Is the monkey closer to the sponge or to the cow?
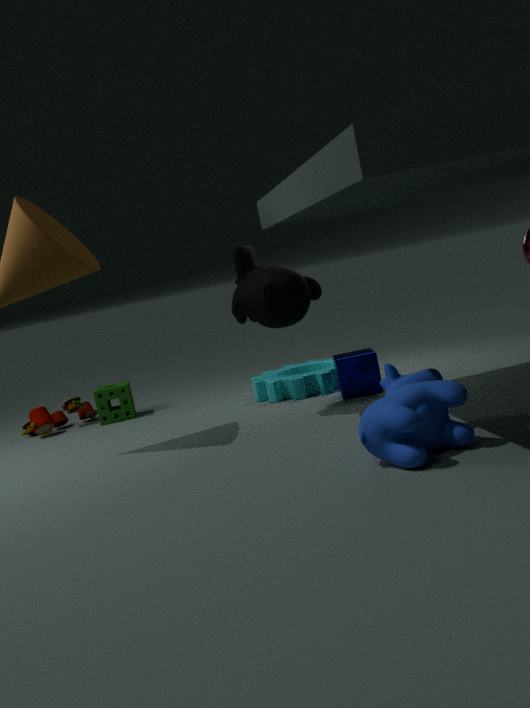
the cow
